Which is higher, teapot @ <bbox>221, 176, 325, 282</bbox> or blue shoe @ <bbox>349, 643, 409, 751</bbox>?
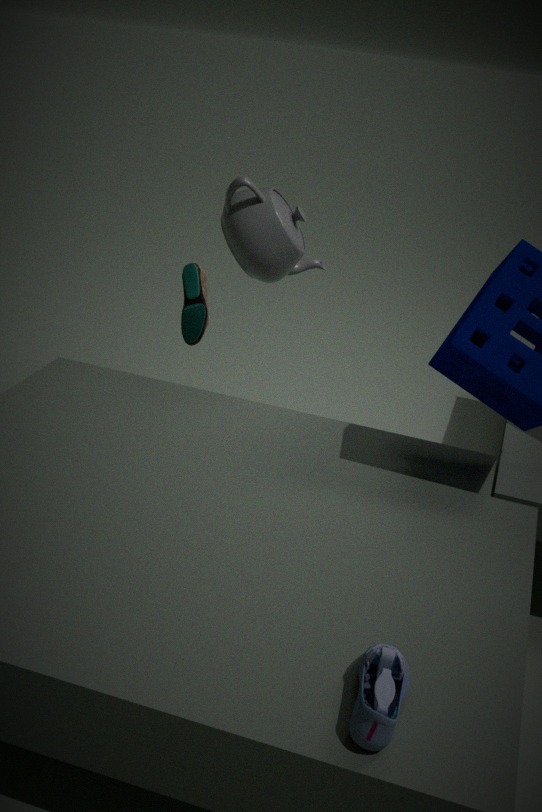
teapot @ <bbox>221, 176, 325, 282</bbox>
